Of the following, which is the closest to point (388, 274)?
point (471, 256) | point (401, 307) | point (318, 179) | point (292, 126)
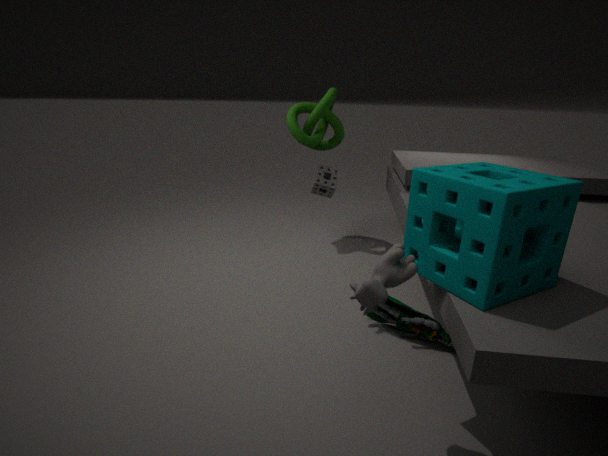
point (471, 256)
